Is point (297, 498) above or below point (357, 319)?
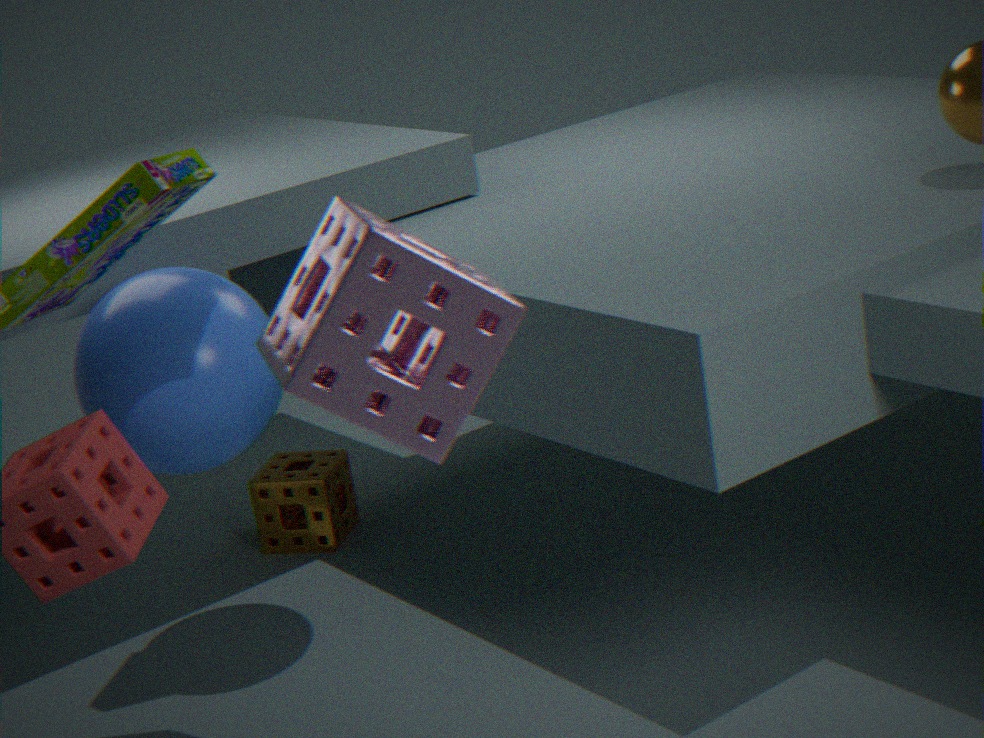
below
